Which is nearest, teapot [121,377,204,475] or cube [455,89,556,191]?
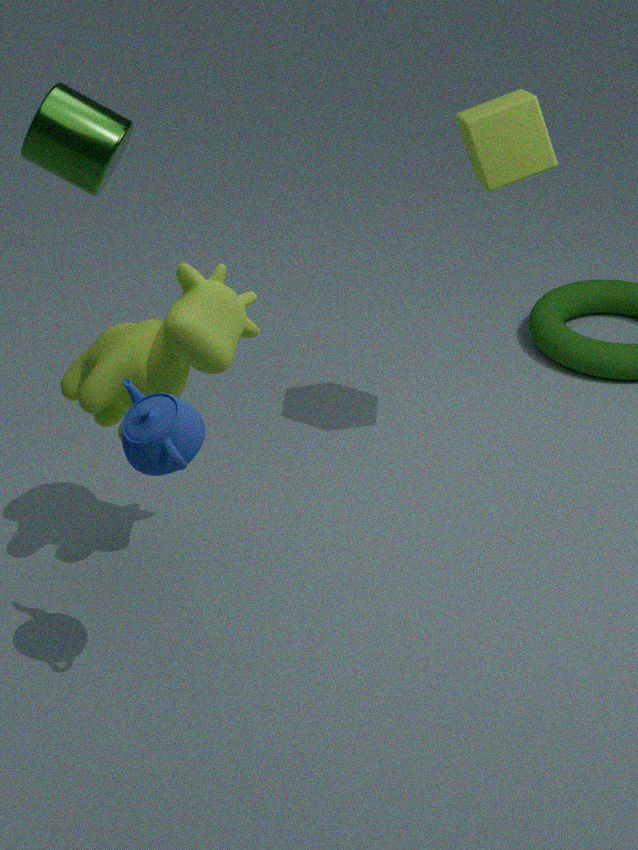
teapot [121,377,204,475]
